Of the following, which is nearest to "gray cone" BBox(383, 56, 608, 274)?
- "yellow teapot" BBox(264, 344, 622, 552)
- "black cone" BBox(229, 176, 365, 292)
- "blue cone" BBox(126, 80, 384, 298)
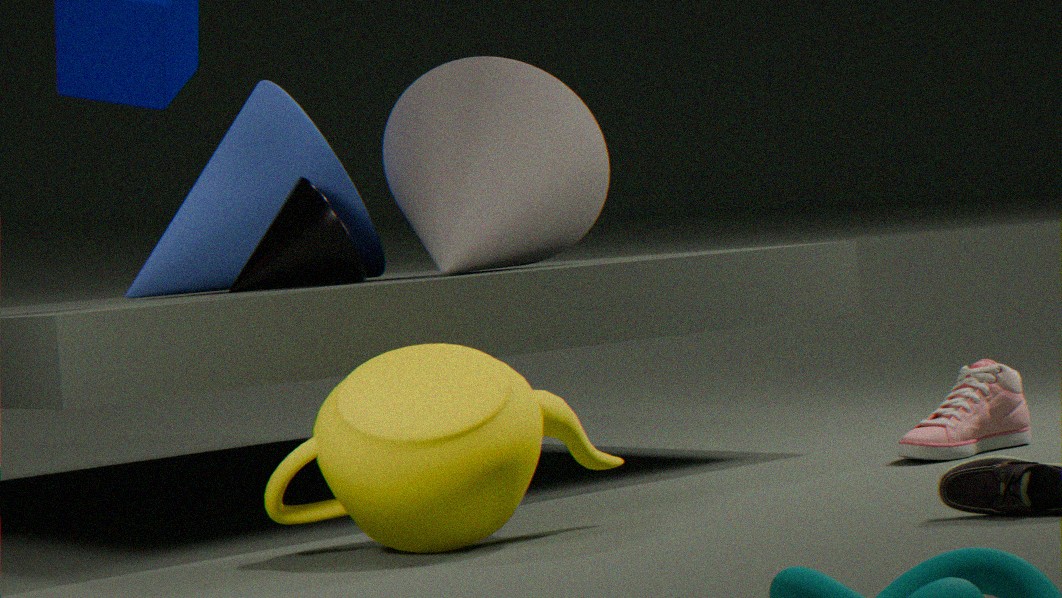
"blue cone" BBox(126, 80, 384, 298)
